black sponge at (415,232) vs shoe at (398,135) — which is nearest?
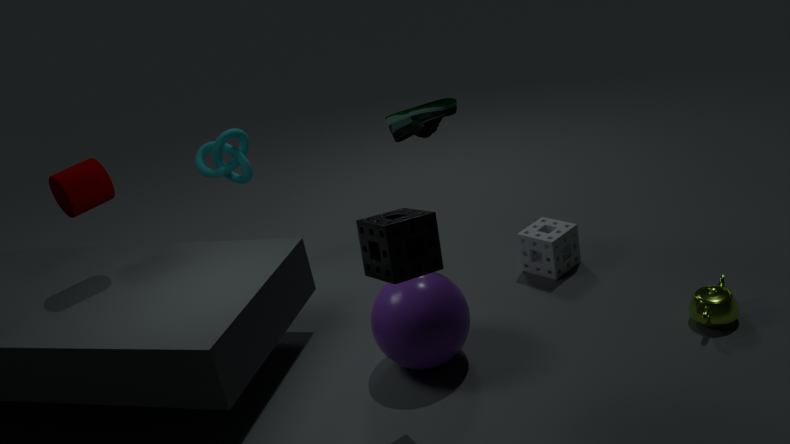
black sponge at (415,232)
